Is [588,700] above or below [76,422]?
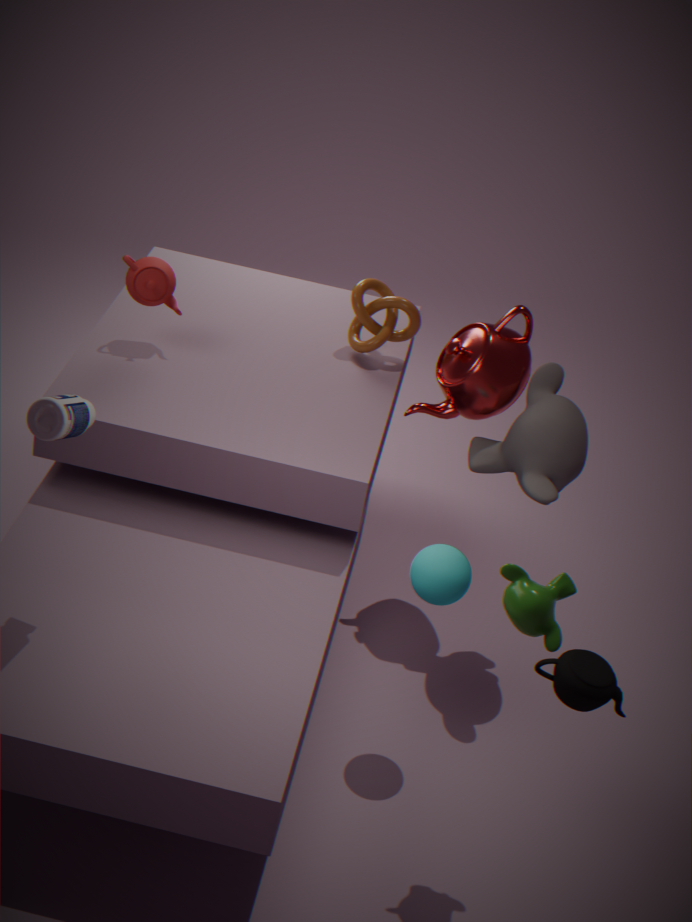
below
